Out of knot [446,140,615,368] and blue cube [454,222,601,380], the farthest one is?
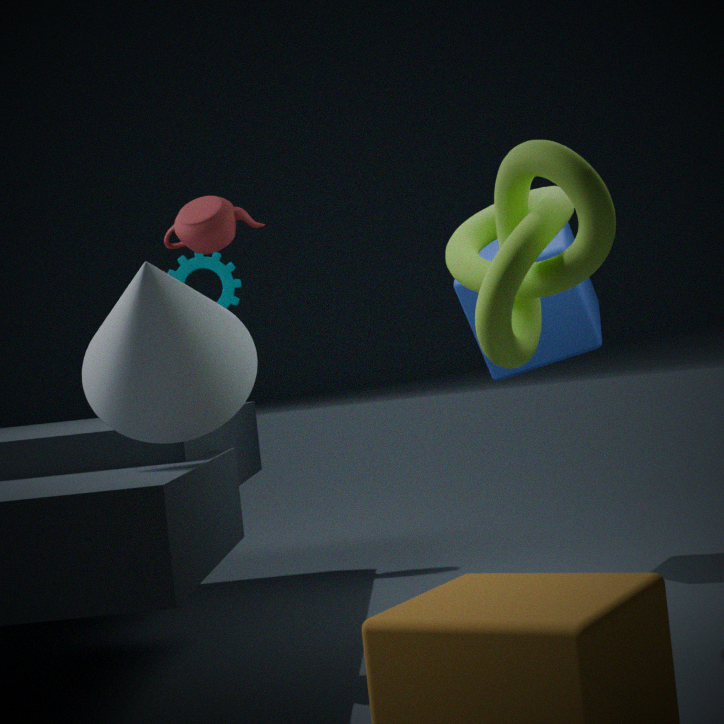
blue cube [454,222,601,380]
